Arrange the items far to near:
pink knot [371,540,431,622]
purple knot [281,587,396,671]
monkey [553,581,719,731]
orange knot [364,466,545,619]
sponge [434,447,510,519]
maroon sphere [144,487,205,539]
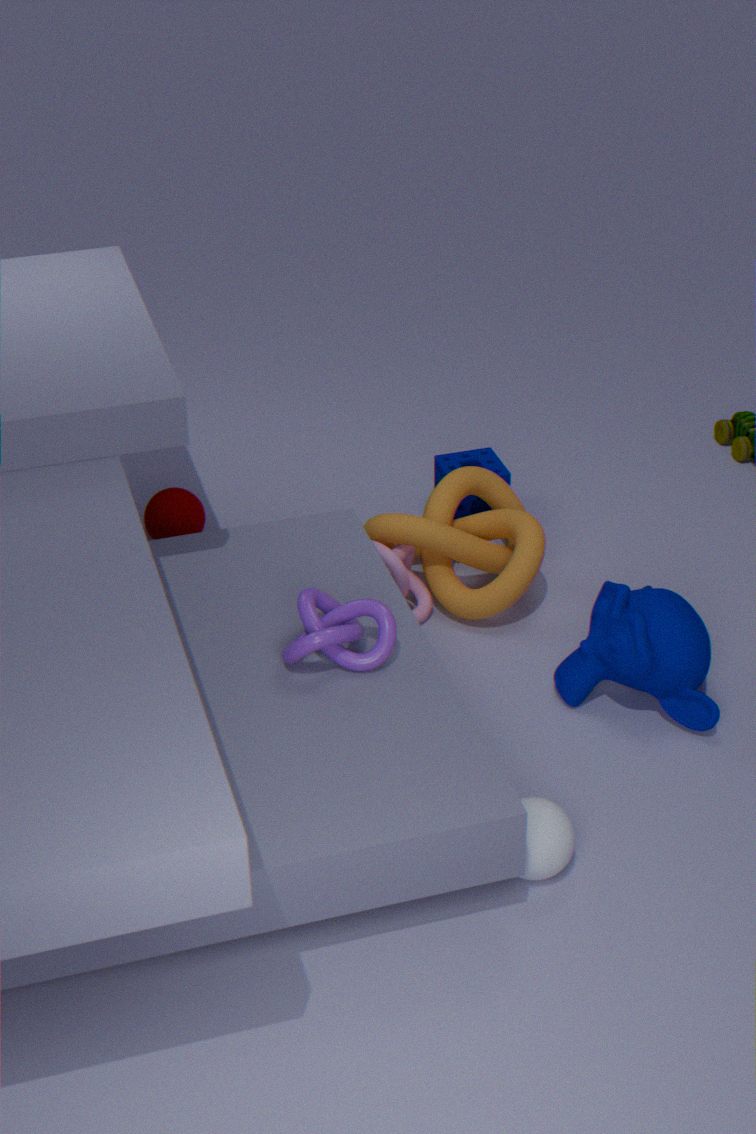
sponge [434,447,510,519] → maroon sphere [144,487,205,539] → orange knot [364,466,545,619] → pink knot [371,540,431,622] → monkey [553,581,719,731] → purple knot [281,587,396,671]
